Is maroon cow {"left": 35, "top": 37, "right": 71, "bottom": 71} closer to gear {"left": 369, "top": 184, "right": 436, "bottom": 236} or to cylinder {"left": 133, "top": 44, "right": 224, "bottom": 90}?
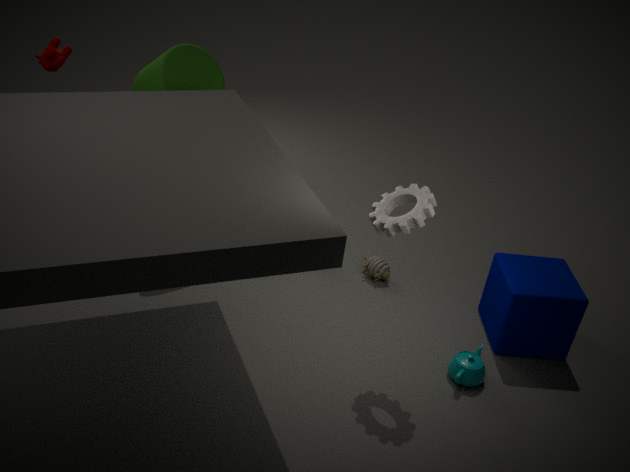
cylinder {"left": 133, "top": 44, "right": 224, "bottom": 90}
